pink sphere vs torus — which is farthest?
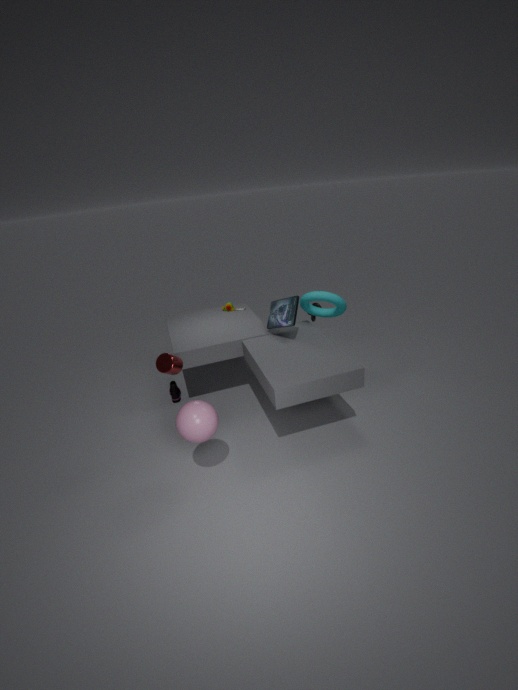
torus
